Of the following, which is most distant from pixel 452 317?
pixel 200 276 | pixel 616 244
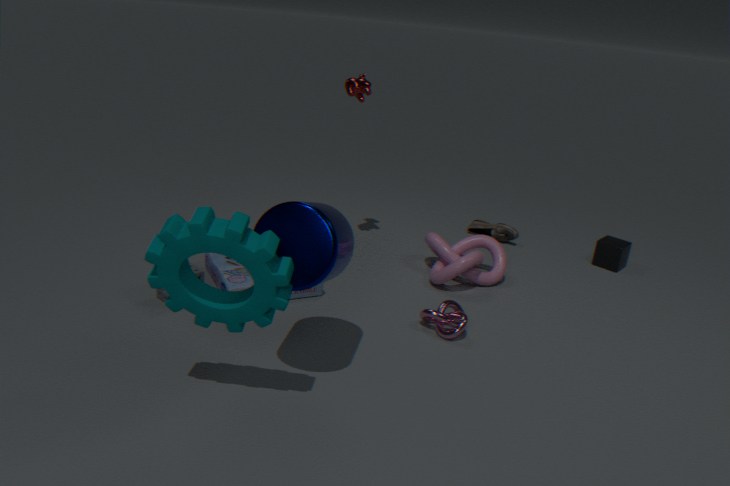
pixel 616 244
